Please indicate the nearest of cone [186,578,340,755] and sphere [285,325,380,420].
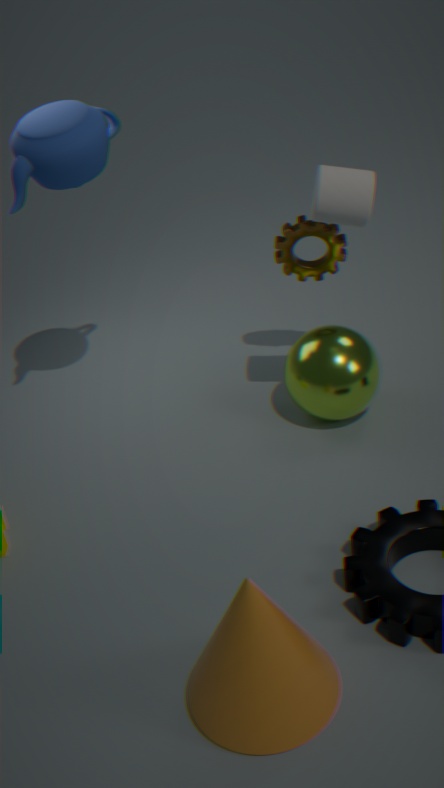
cone [186,578,340,755]
